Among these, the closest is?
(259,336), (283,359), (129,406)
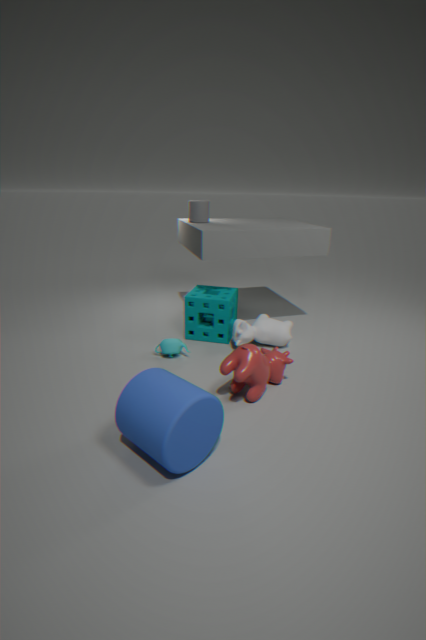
(129,406)
